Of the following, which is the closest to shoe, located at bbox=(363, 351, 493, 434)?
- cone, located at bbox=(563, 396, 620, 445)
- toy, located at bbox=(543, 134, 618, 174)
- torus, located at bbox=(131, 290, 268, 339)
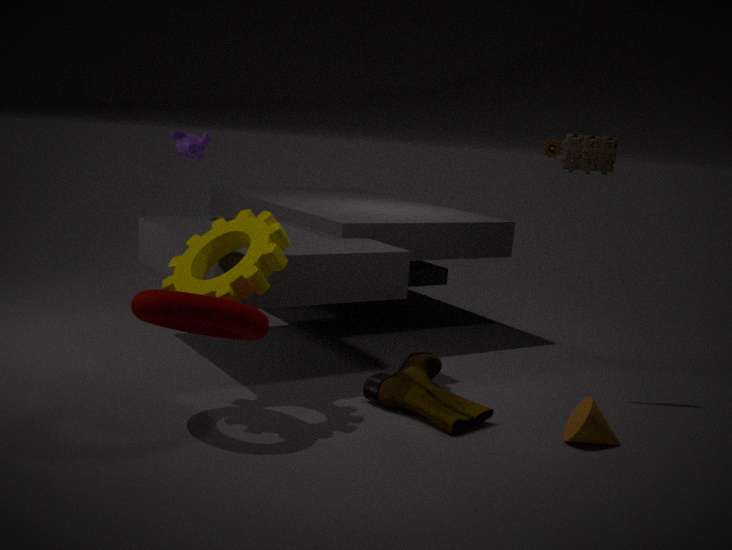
cone, located at bbox=(563, 396, 620, 445)
